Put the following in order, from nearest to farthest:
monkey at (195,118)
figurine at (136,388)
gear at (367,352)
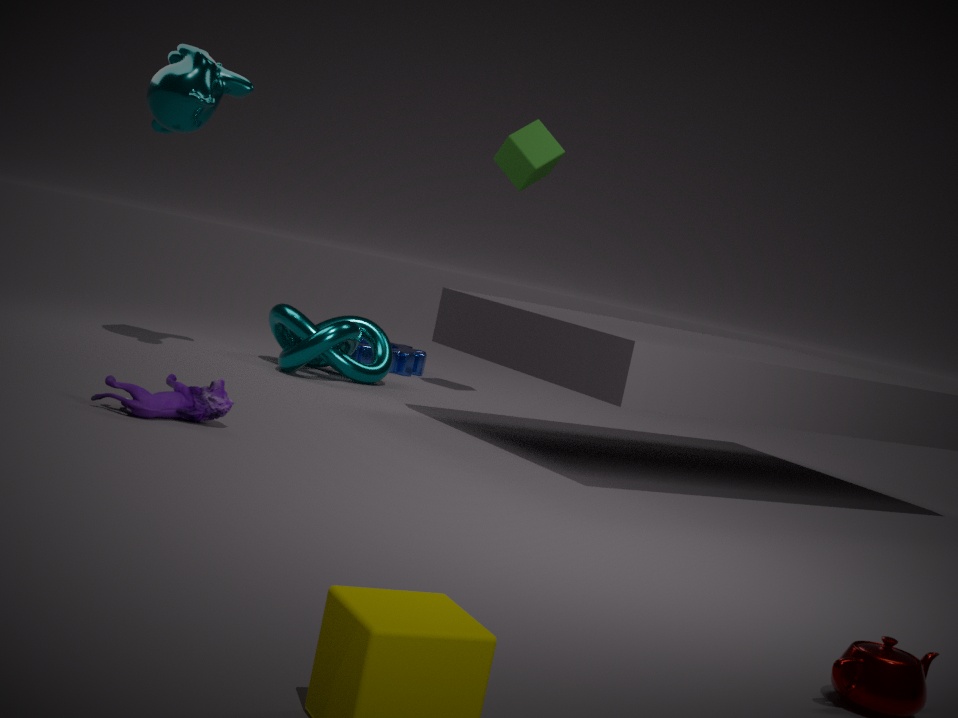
figurine at (136,388) → monkey at (195,118) → gear at (367,352)
